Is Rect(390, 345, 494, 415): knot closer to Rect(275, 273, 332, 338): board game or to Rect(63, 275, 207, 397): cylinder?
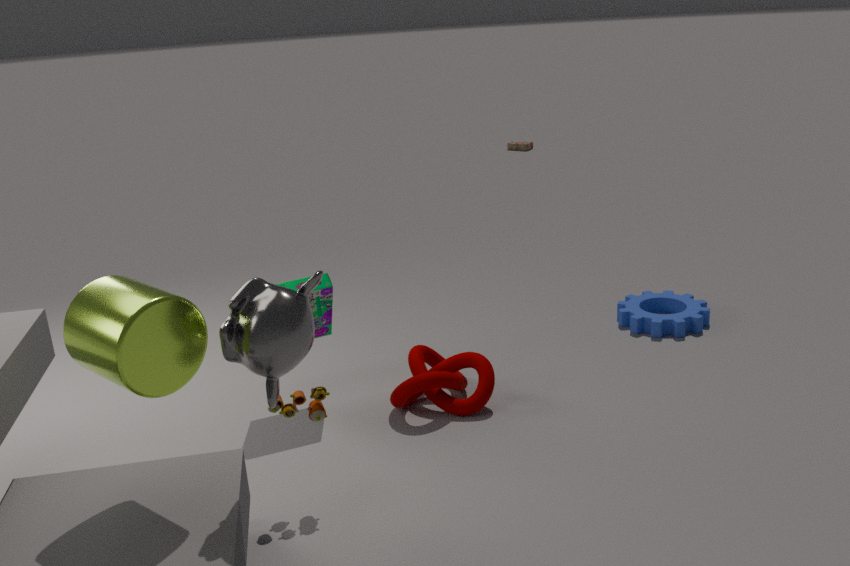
Rect(275, 273, 332, 338): board game
